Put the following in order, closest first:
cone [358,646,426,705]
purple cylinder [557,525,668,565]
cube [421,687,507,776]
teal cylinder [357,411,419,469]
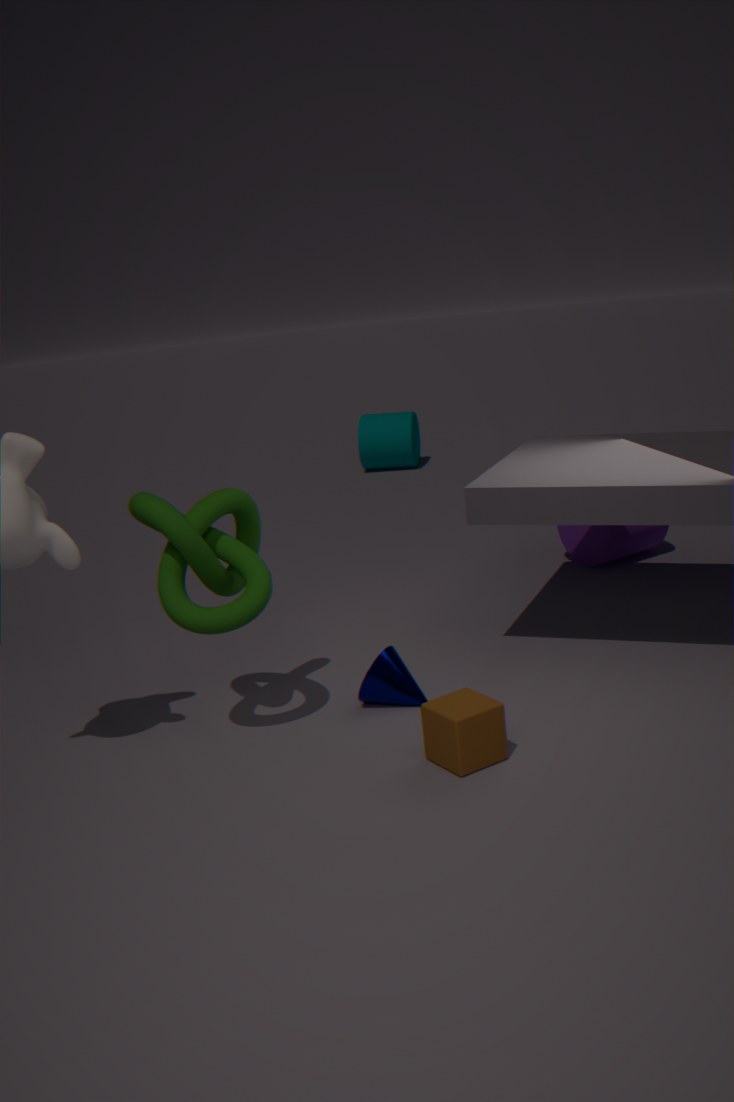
cube [421,687,507,776], cone [358,646,426,705], purple cylinder [557,525,668,565], teal cylinder [357,411,419,469]
